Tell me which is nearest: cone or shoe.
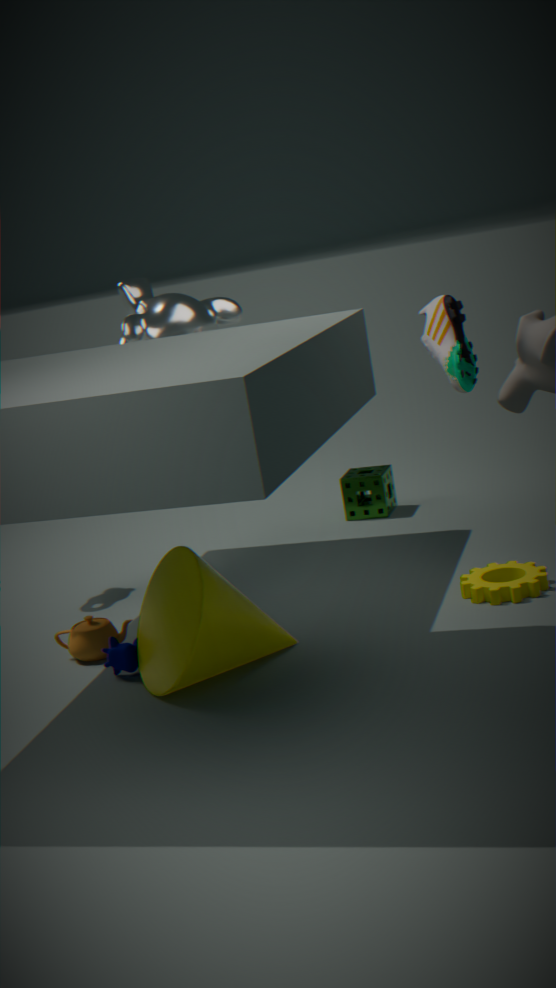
cone
